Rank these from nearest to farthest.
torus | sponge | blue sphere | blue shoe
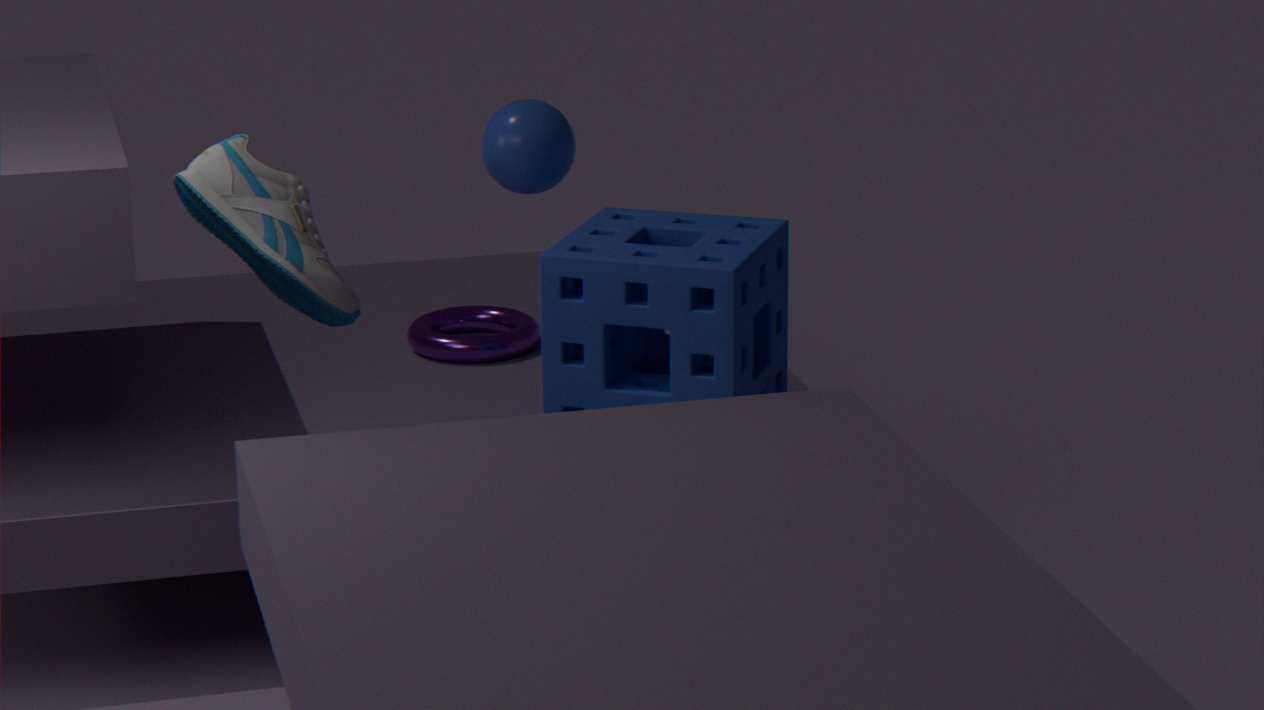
blue shoe → sponge → blue sphere → torus
